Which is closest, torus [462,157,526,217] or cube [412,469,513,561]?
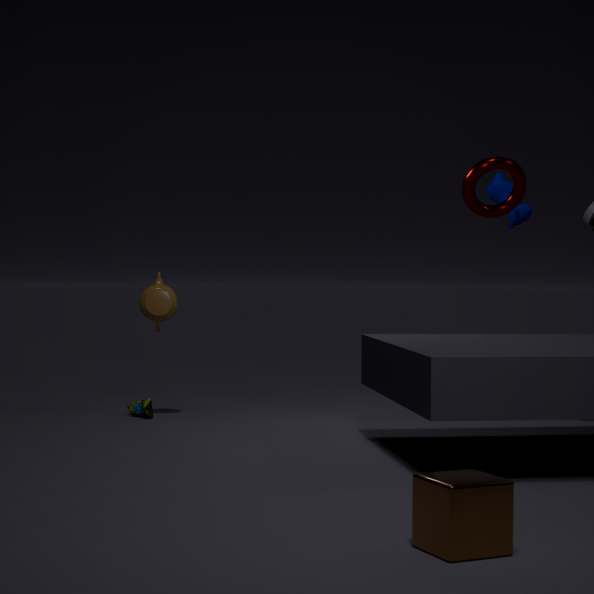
cube [412,469,513,561]
